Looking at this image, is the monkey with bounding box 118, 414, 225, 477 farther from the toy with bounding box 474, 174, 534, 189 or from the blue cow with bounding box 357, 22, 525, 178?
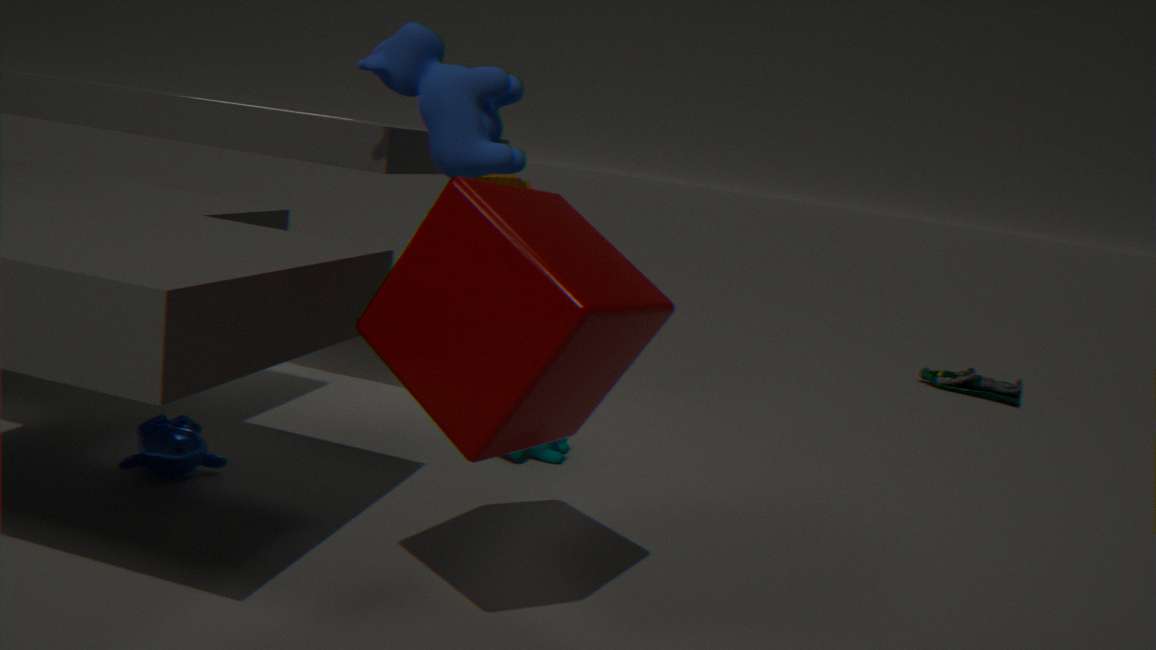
the toy with bounding box 474, 174, 534, 189
